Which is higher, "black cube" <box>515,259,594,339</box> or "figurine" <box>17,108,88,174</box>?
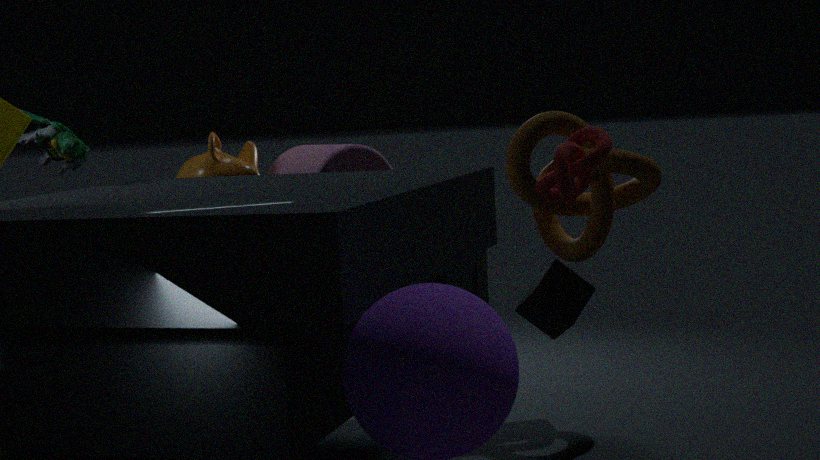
"figurine" <box>17,108,88,174</box>
